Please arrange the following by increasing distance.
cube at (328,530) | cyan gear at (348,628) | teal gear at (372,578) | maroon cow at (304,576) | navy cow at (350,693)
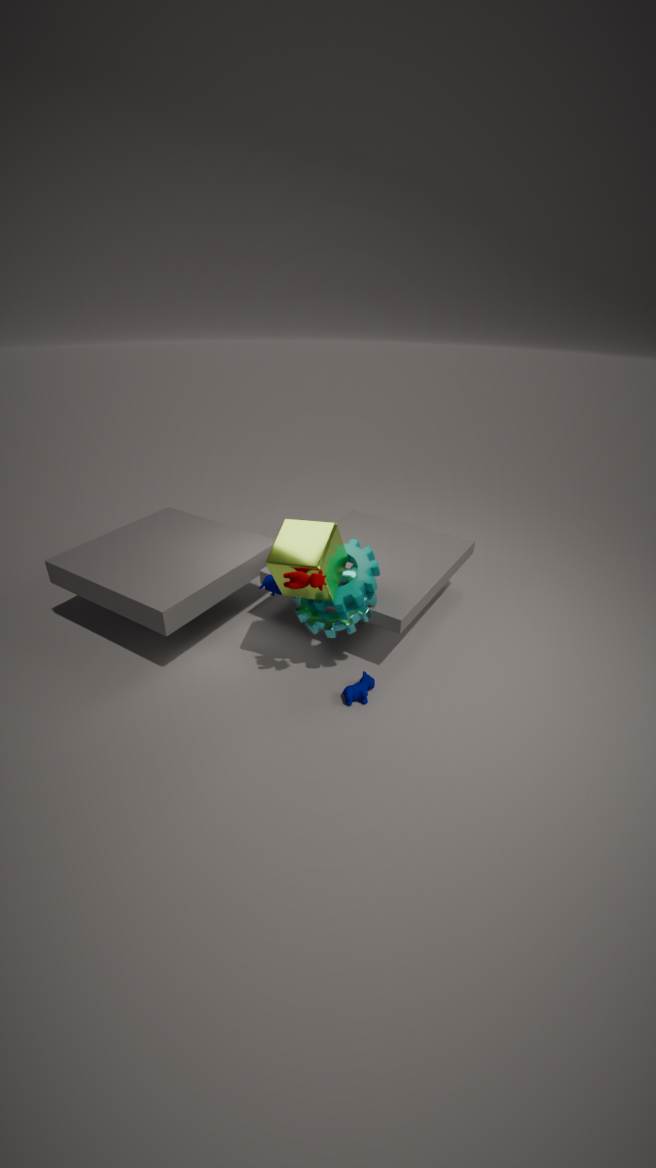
1. maroon cow at (304,576)
2. cube at (328,530)
3. navy cow at (350,693)
4. teal gear at (372,578)
5. cyan gear at (348,628)
